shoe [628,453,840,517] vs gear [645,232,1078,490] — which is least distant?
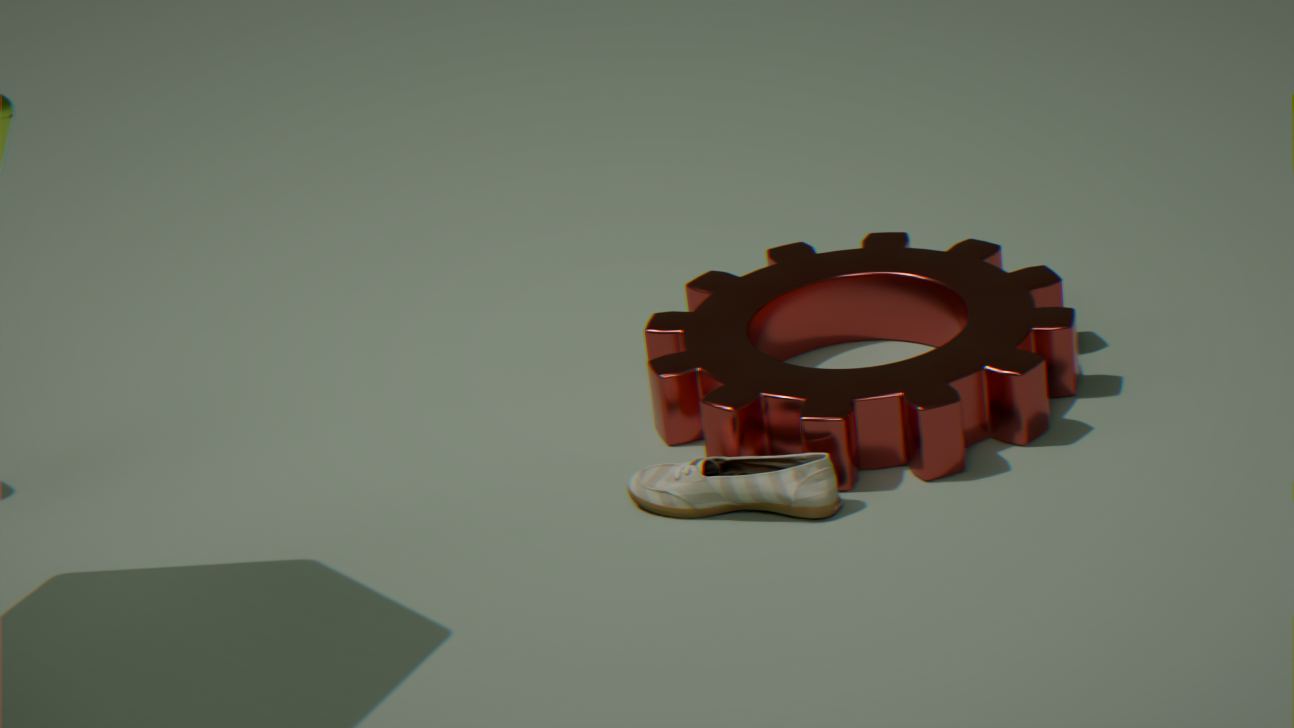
shoe [628,453,840,517]
